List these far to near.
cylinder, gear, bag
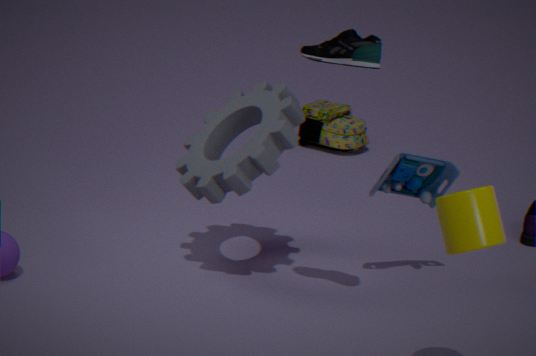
bag
gear
cylinder
